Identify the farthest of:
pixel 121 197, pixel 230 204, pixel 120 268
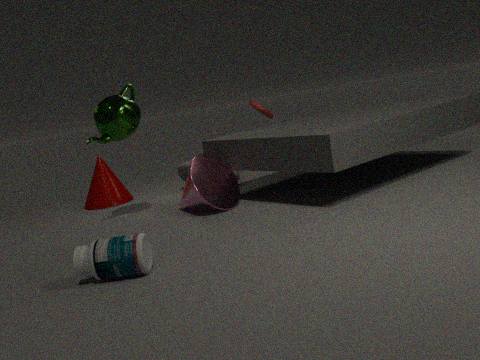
pixel 121 197
